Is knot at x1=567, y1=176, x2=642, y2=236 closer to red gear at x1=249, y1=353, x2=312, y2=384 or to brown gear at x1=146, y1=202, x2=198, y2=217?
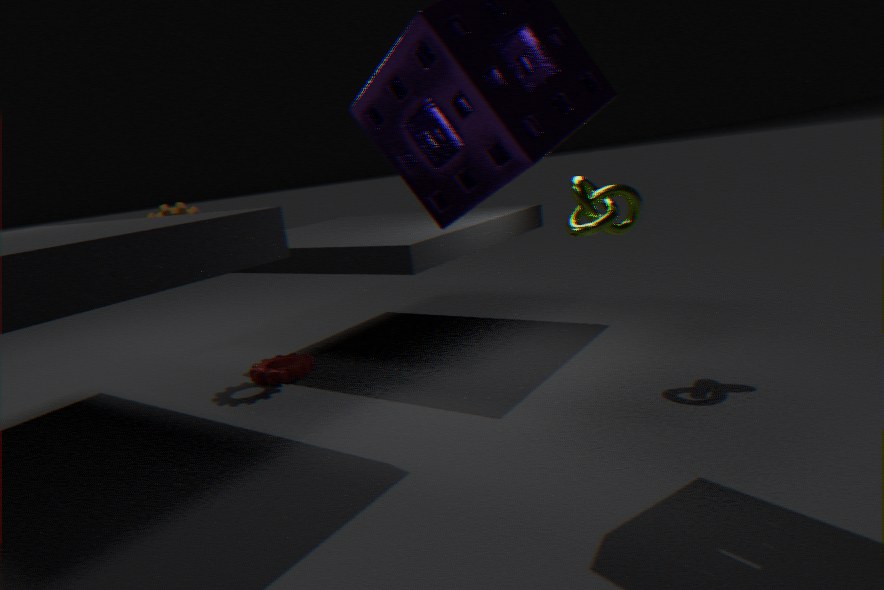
red gear at x1=249, y1=353, x2=312, y2=384
